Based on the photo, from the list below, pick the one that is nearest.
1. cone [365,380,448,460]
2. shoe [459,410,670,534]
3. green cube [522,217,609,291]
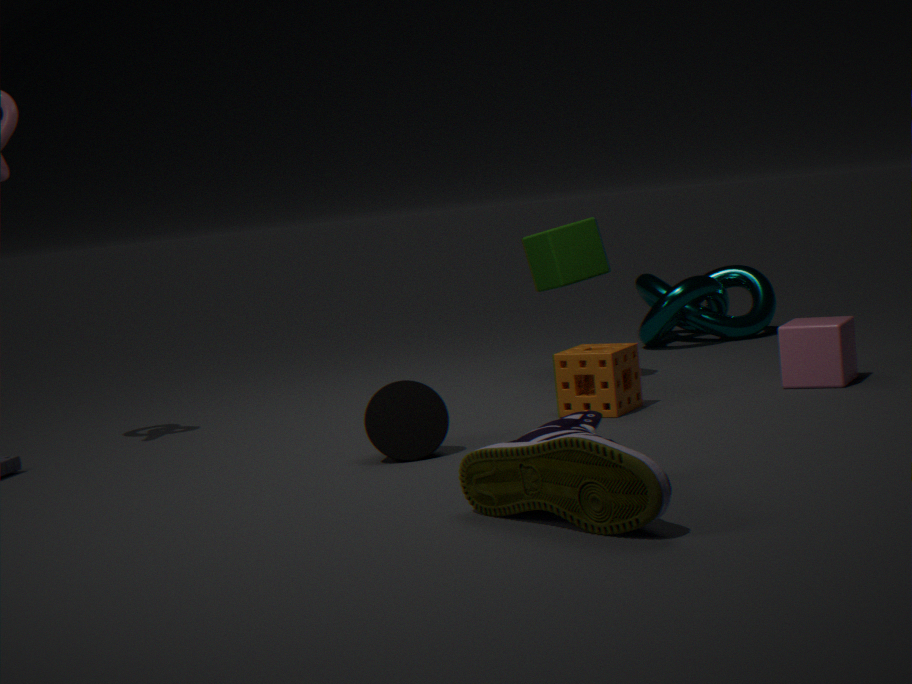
shoe [459,410,670,534]
